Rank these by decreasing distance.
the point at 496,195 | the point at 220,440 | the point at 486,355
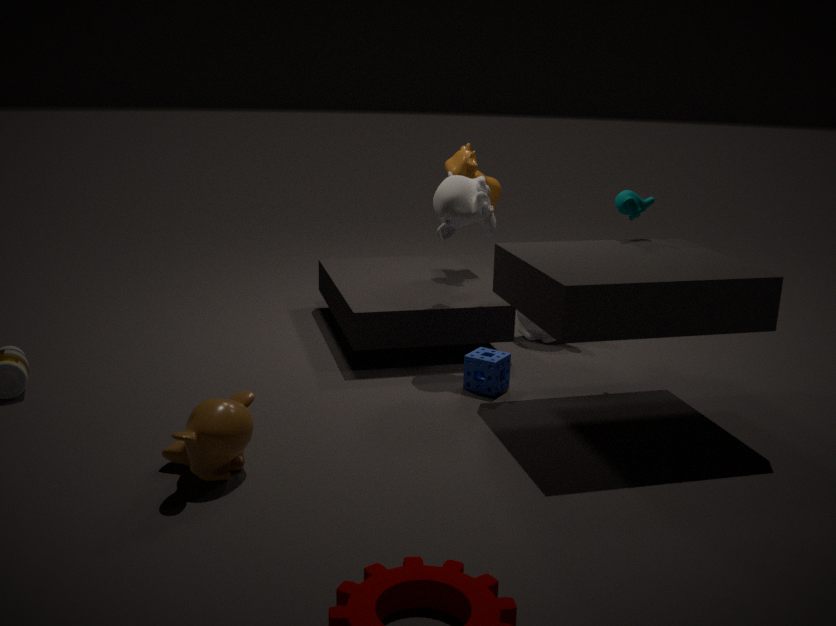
the point at 496,195 → the point at 486,355 → the point at 220,440
